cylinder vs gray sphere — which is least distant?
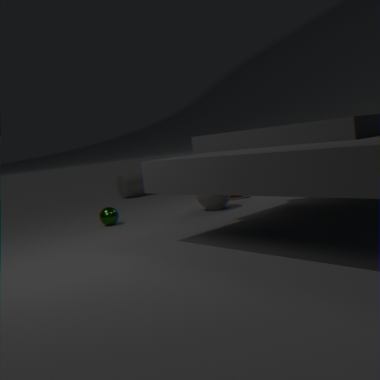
gray sphere
